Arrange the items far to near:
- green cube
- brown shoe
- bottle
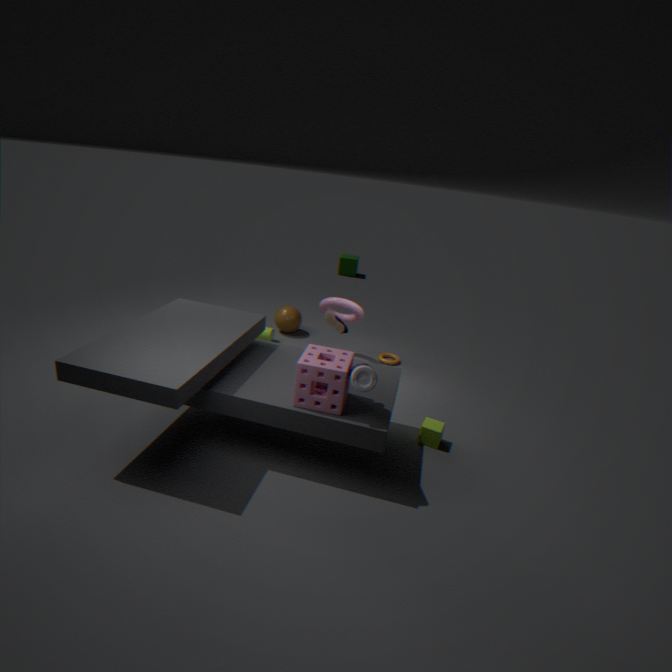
green cube, brown shoe, bottle
